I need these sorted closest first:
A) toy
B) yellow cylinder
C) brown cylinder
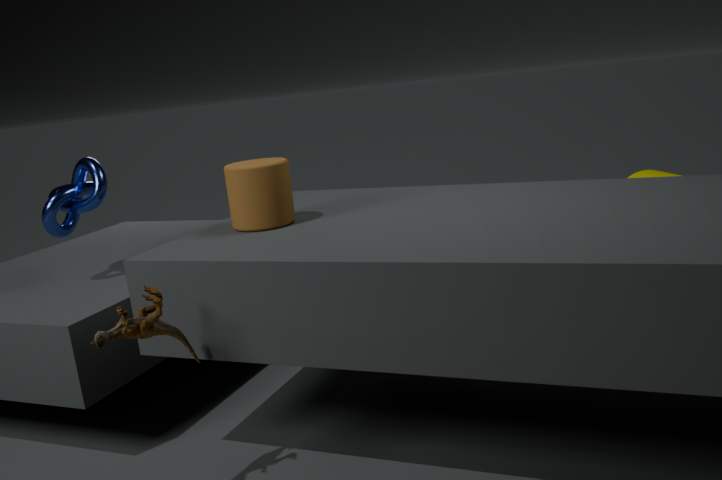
toy → brown cylinder → yellow cylinder
